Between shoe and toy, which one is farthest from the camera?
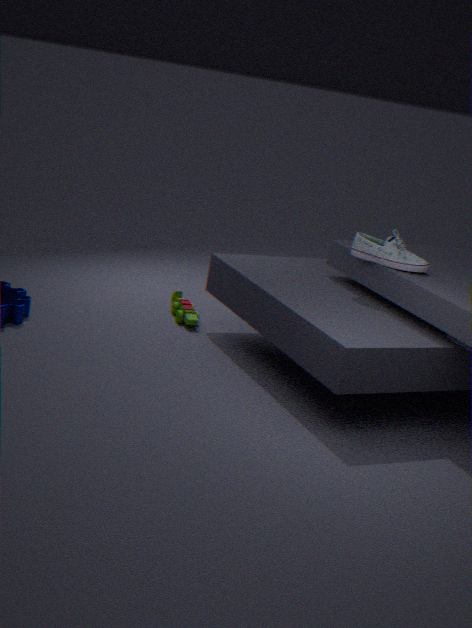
toy
